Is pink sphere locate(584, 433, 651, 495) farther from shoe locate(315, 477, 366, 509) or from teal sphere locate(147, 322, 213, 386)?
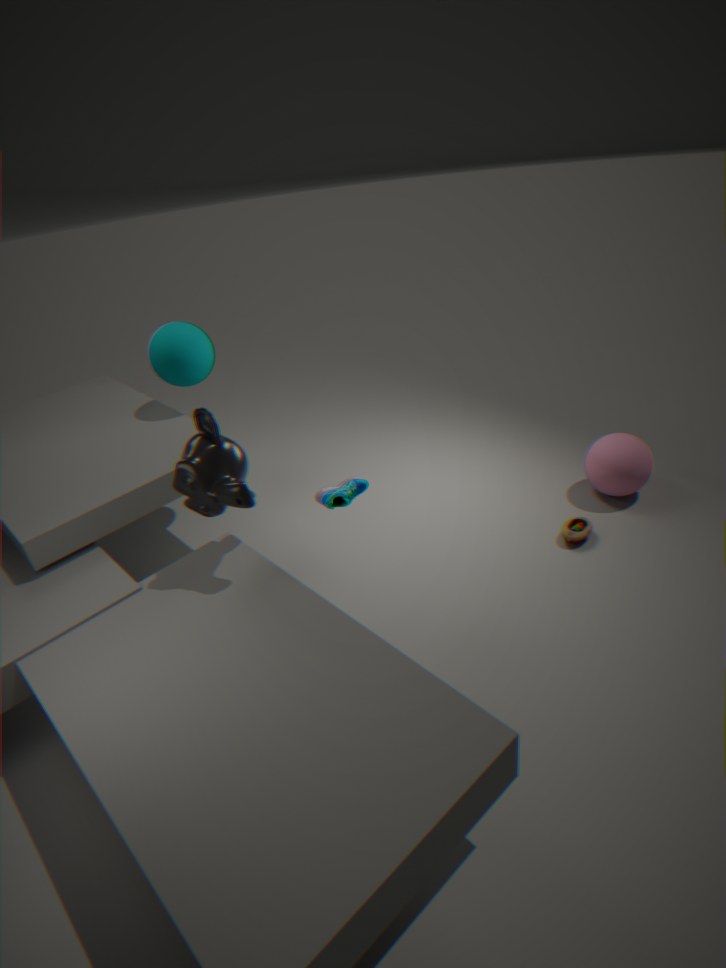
teal sphere locate(147, 322, 213, 386)
